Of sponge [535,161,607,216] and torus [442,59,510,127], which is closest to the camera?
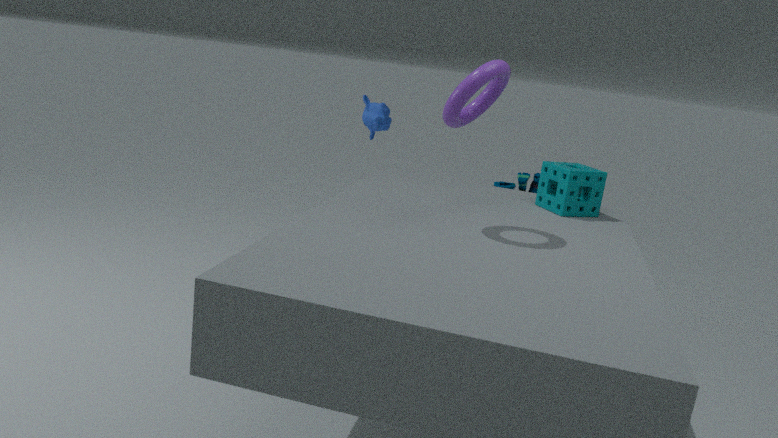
torus [442,59,510,127]
